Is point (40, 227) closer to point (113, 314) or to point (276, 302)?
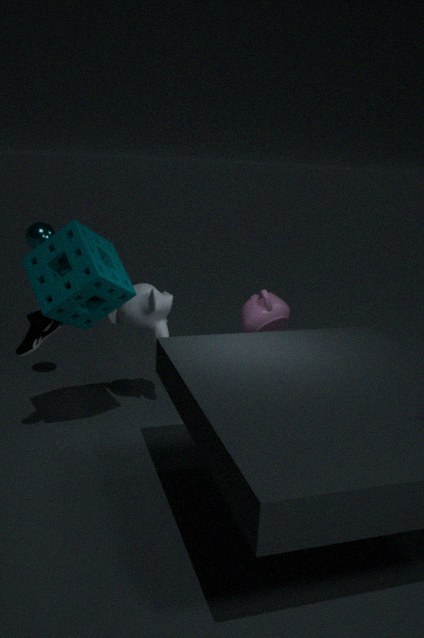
point (113, 314)
